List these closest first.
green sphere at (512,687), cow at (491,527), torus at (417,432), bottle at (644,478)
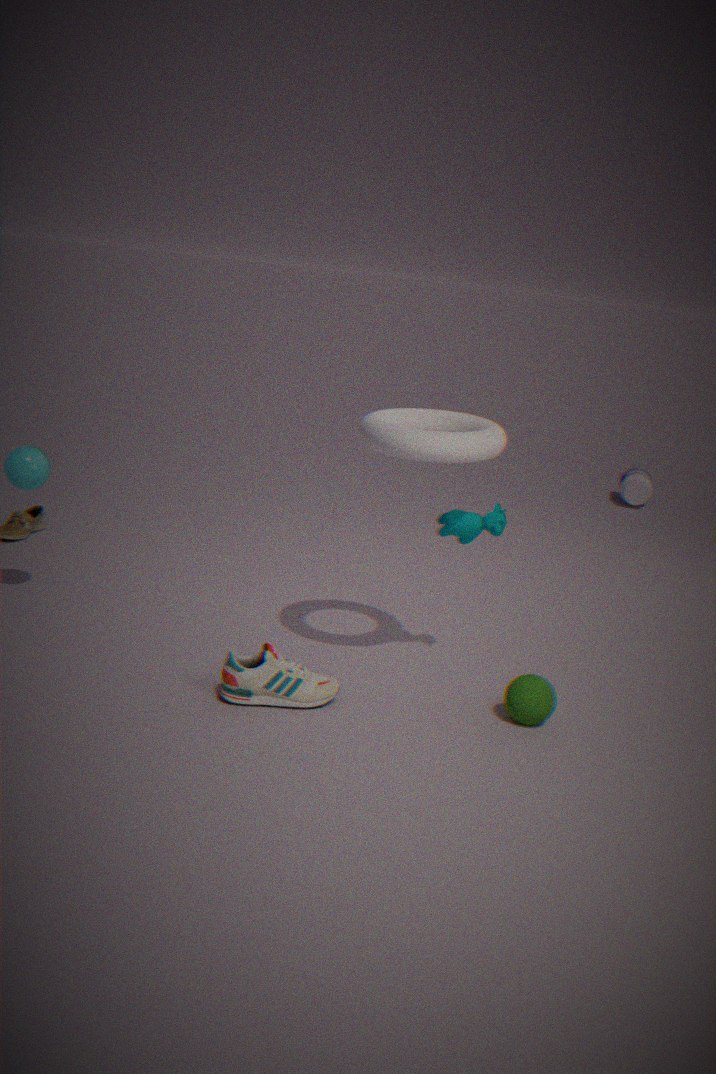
torus at (417,432), green sphere at (512,687), cow at (491,527), bottle at (644,478)
